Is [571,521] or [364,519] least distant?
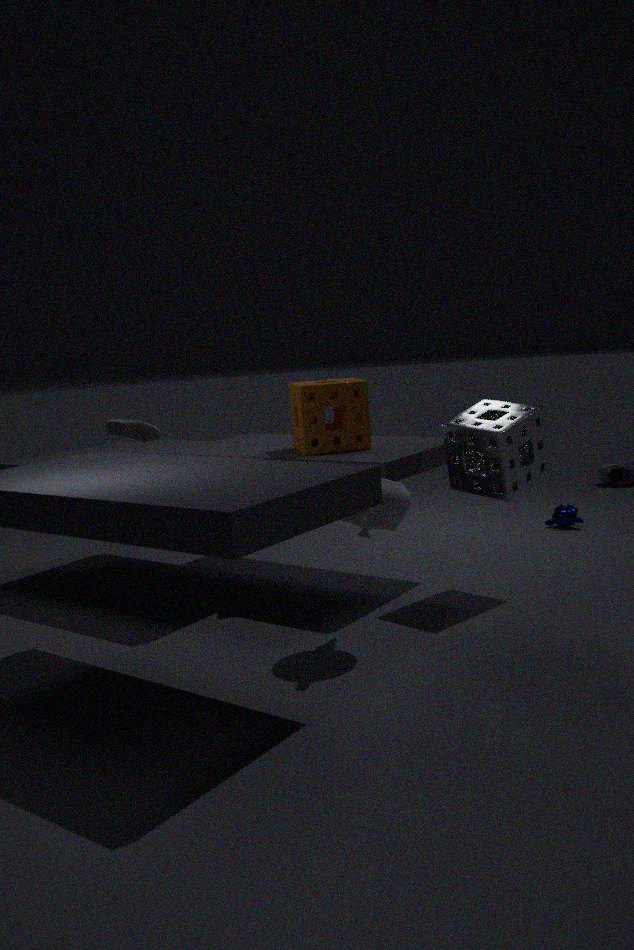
[364,519]
